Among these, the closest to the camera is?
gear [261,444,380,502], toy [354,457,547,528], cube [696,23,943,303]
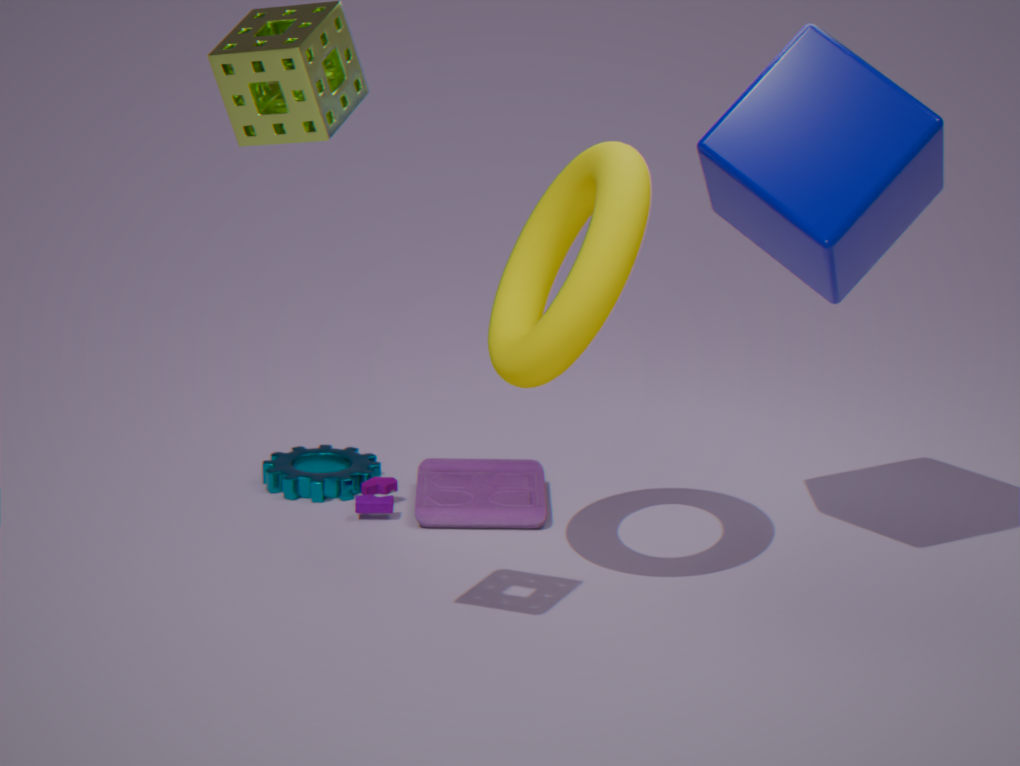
cube [696,23,943,303]
